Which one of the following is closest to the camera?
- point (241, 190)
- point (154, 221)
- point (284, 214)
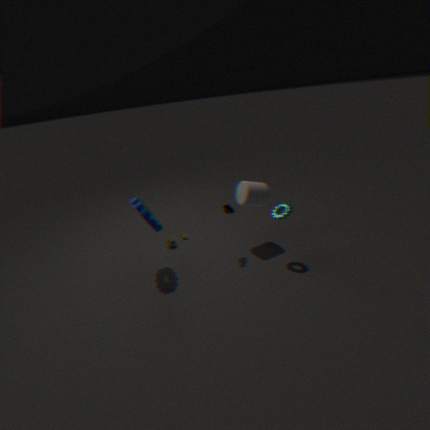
point (284, 214)
